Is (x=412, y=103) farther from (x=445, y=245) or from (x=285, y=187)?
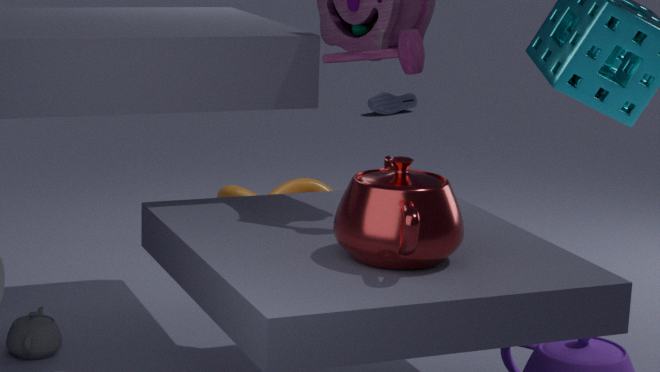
(x=445, y=245)
